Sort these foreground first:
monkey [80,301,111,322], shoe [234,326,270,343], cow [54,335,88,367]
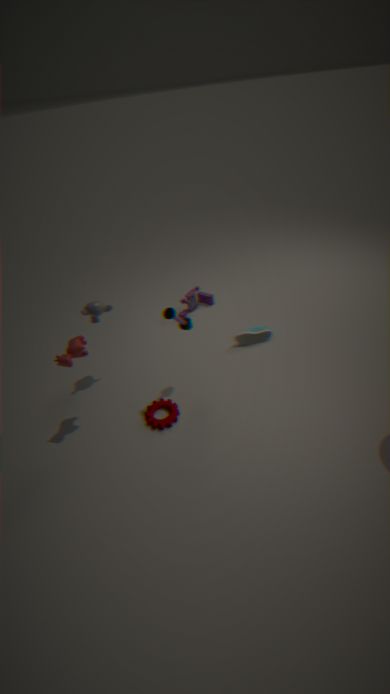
cow [54,335,88,367], monkey [80,301,111,322], shoe [234,326,270,343]
